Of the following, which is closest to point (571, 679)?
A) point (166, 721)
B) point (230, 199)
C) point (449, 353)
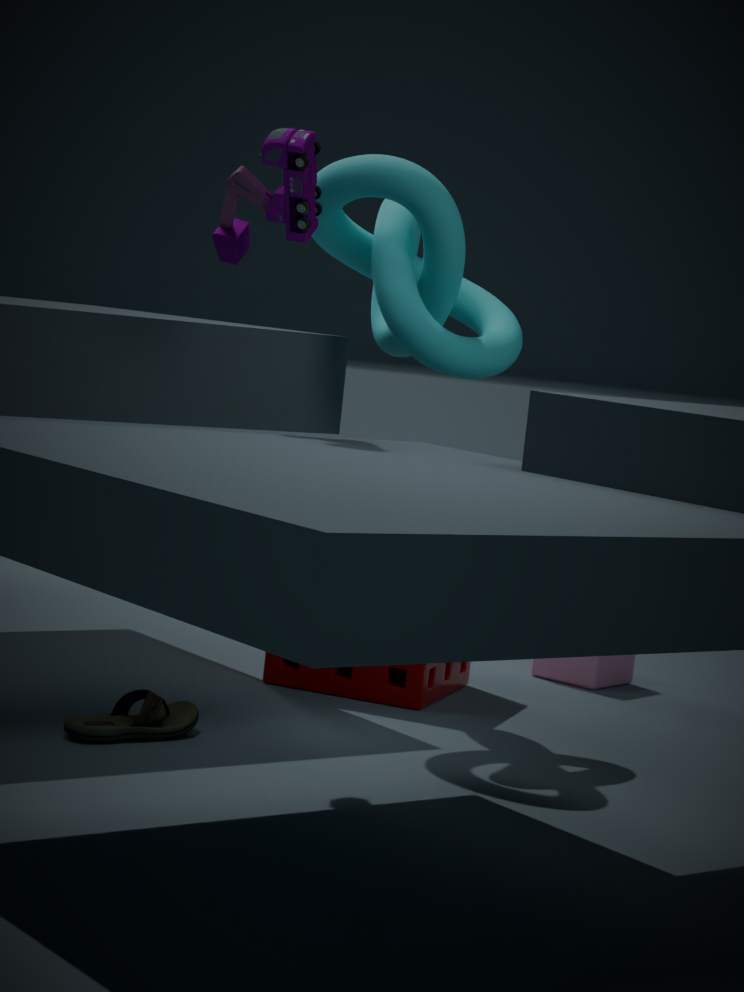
point (449, 353)
